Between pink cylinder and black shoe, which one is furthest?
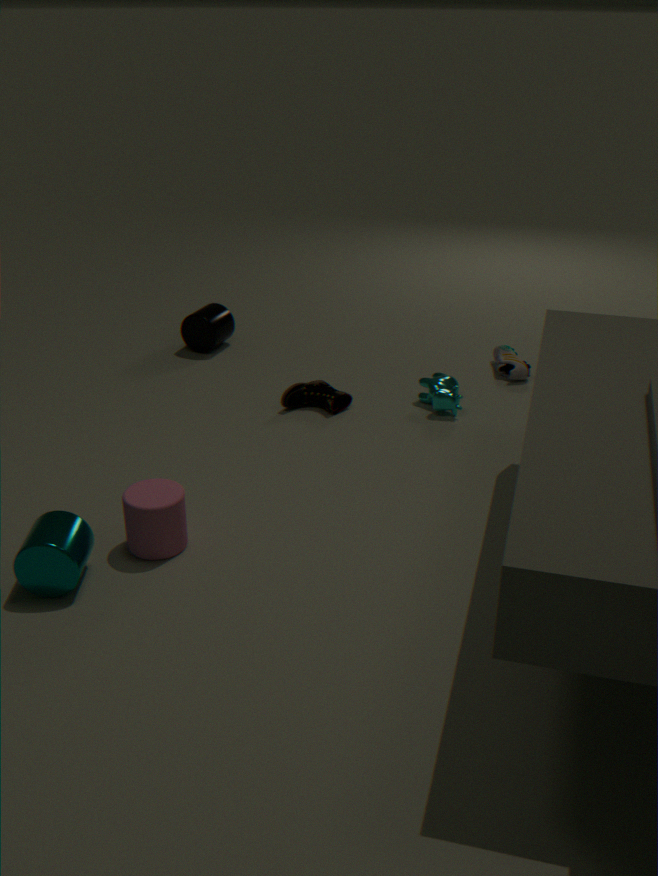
black shoe
